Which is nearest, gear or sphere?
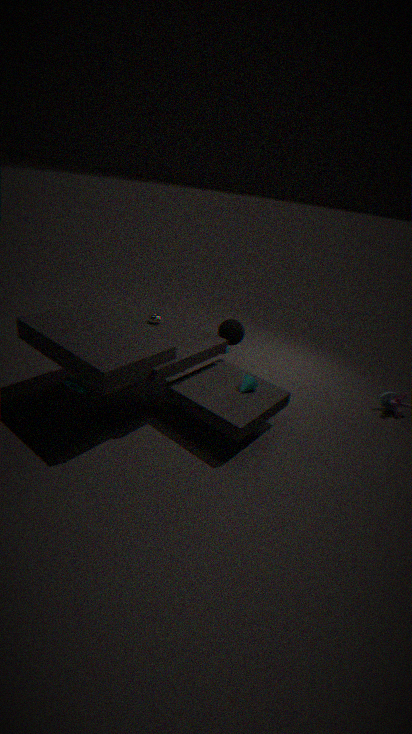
gear
